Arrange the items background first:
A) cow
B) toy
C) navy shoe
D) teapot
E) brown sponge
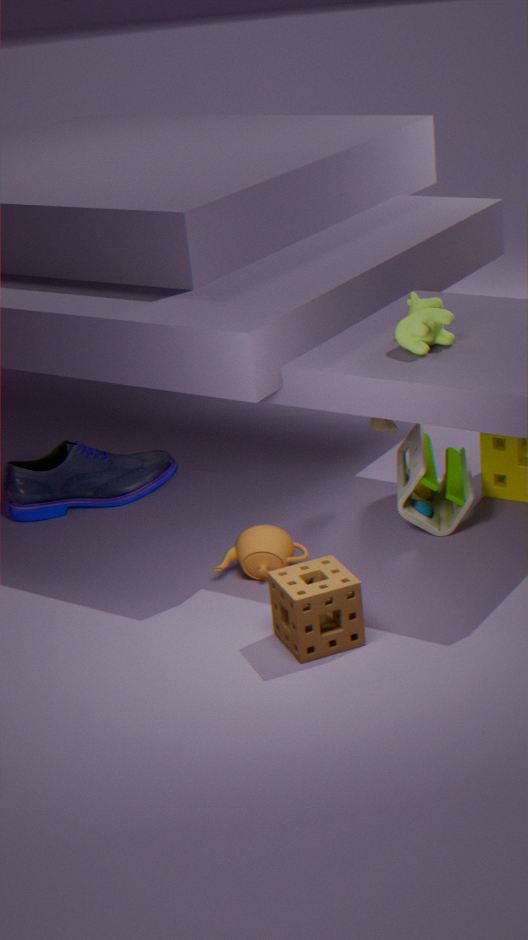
navy shoe
toy
teapot
cow
brown sponge
